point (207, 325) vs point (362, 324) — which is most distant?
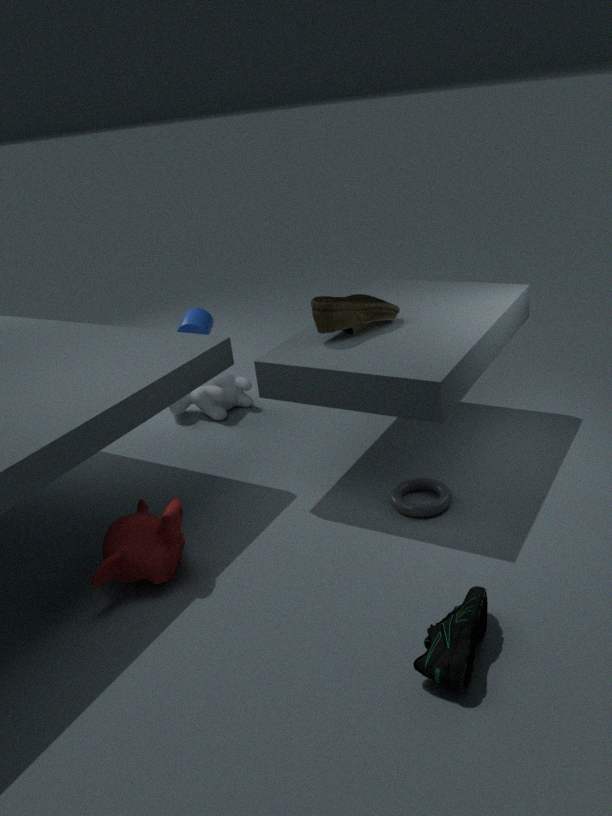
point (207, 325)
